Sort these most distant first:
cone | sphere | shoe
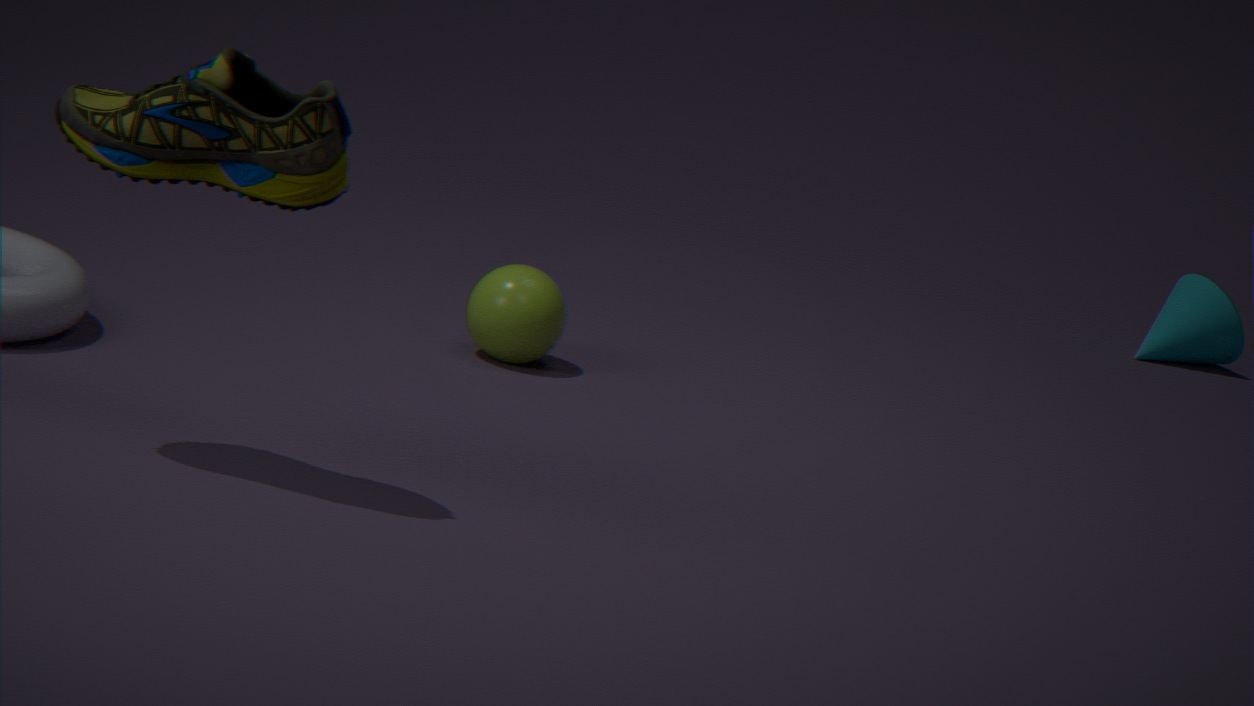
cone, sphere, shoe
